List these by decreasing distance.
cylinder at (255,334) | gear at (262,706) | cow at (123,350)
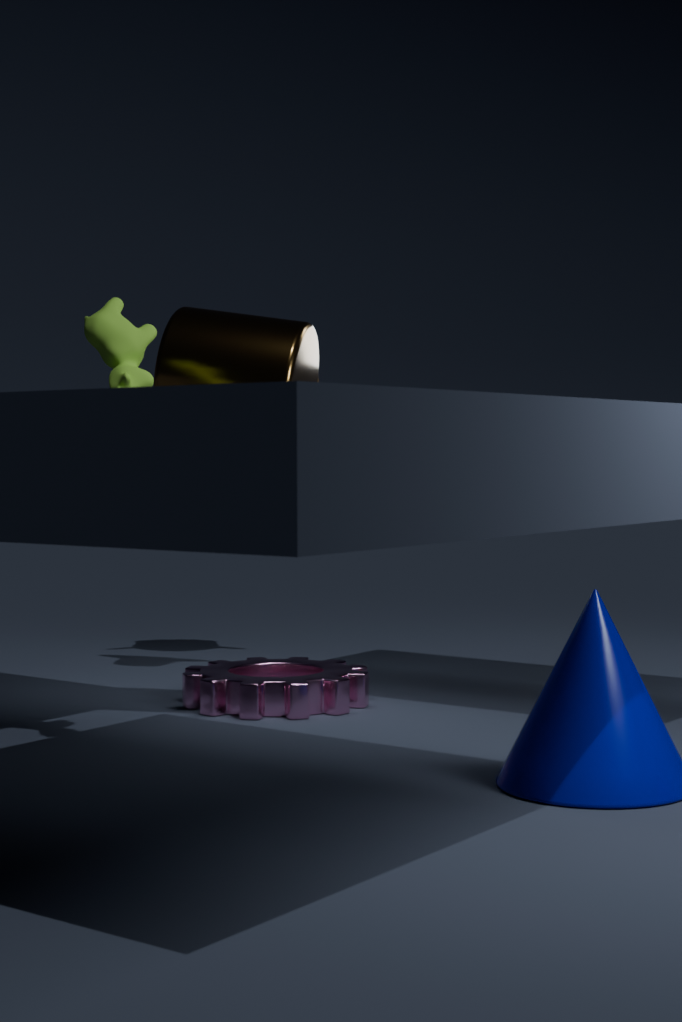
gear at (262,706) → cylinder at (255,334) → cow at (123,350)
